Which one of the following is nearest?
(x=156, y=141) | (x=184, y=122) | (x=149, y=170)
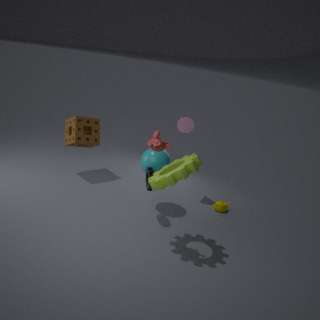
(x=156, y=141)
